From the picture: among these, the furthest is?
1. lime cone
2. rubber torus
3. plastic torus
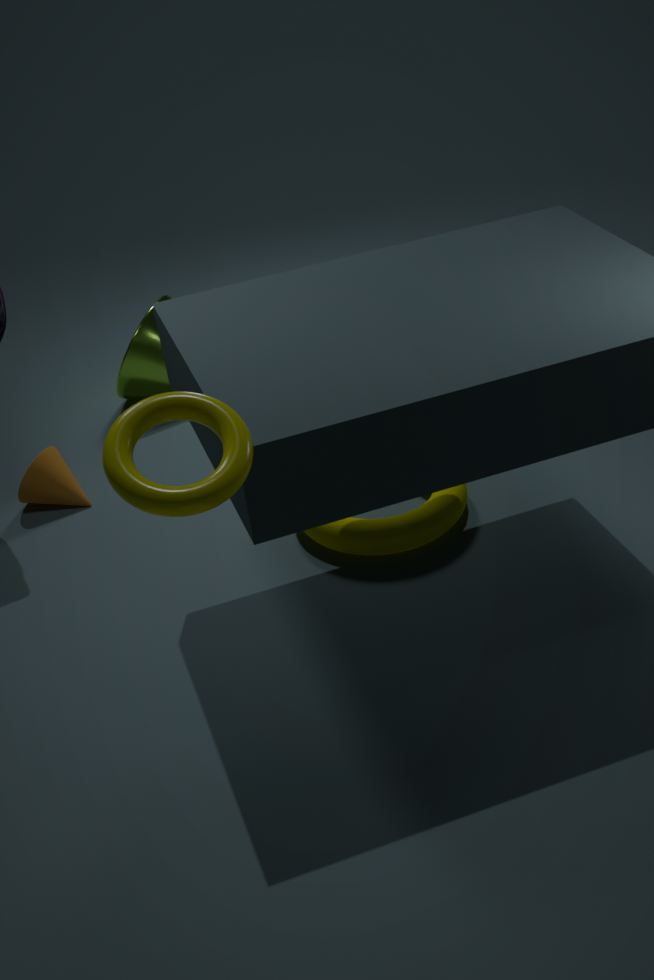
lime cone
